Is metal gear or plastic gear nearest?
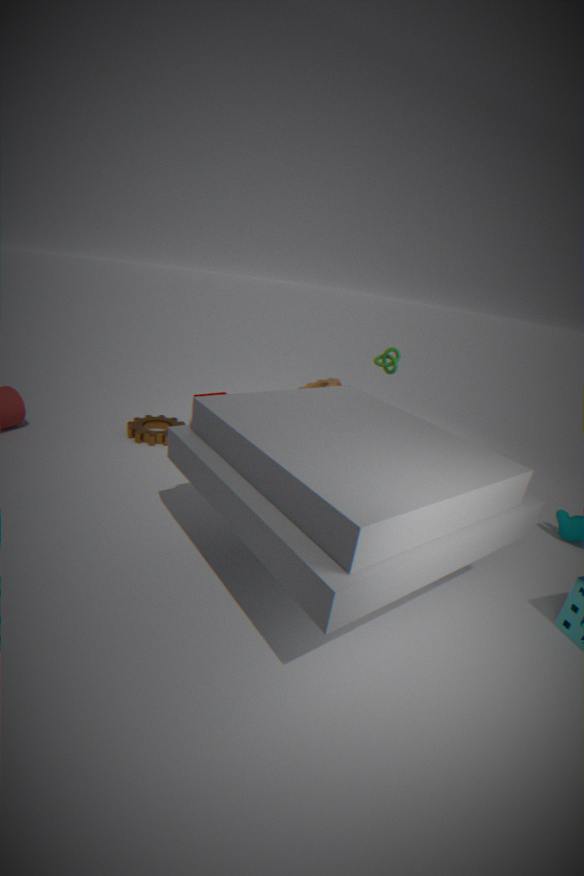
metal gear
